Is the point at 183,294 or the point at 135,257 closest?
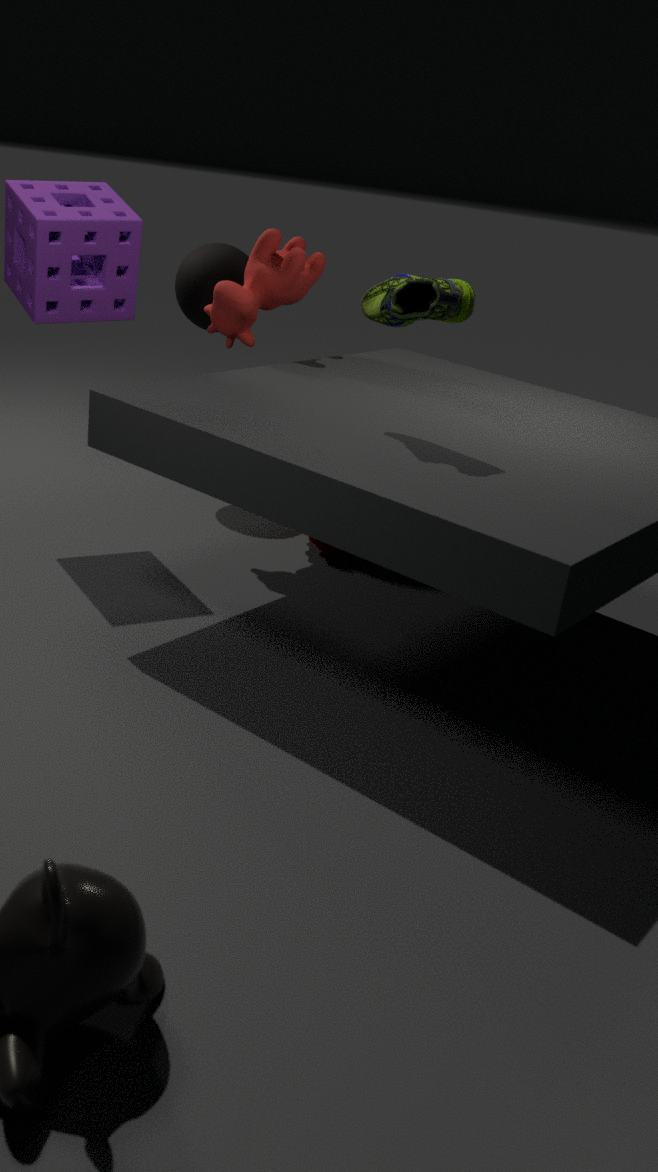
the point at 135,257
